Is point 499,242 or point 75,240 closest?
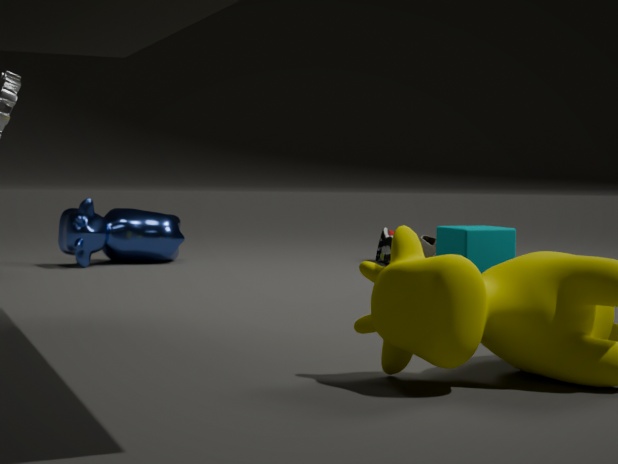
point 499,242
